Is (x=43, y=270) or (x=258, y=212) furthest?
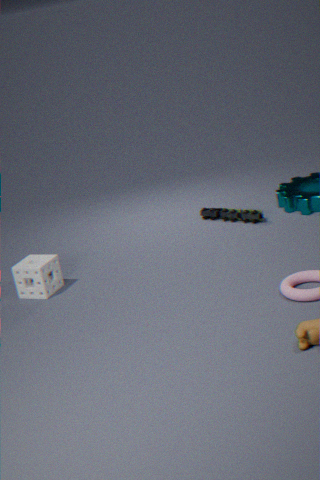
(x=258, y=212)
